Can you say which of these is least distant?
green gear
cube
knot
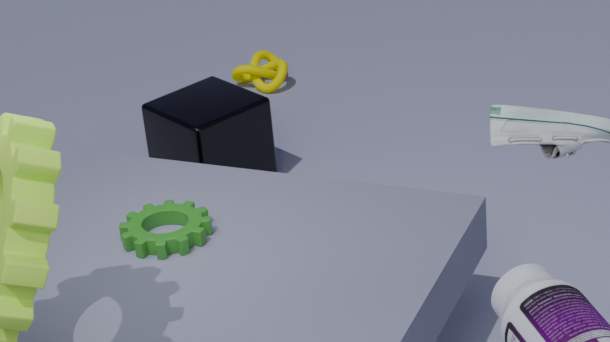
green gear
